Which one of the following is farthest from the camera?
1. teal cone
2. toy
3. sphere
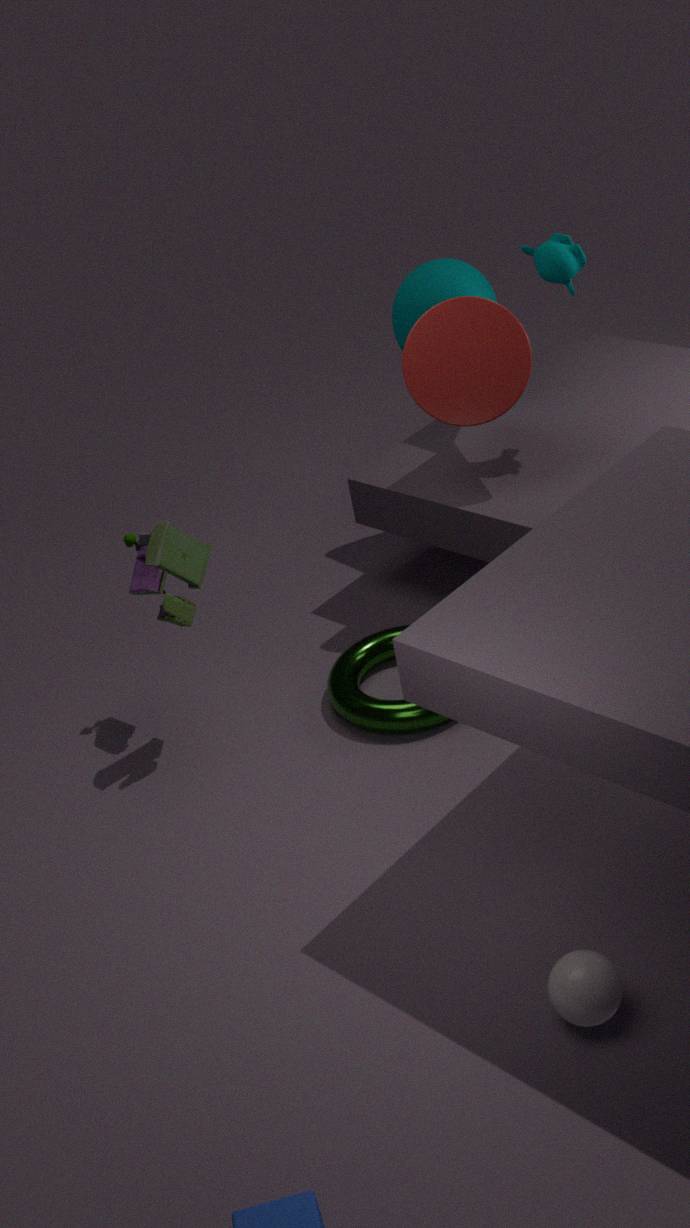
teal cone
